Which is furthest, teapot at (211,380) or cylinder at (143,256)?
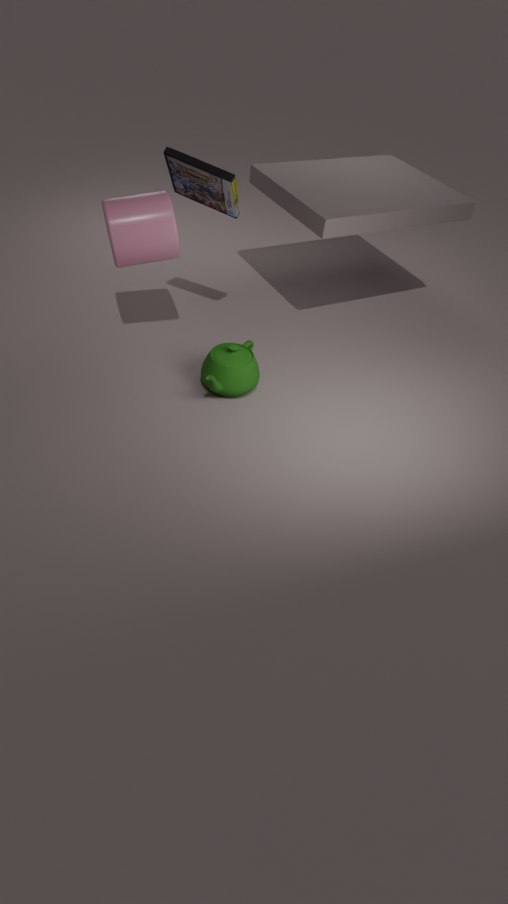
teapot at (211,380)
